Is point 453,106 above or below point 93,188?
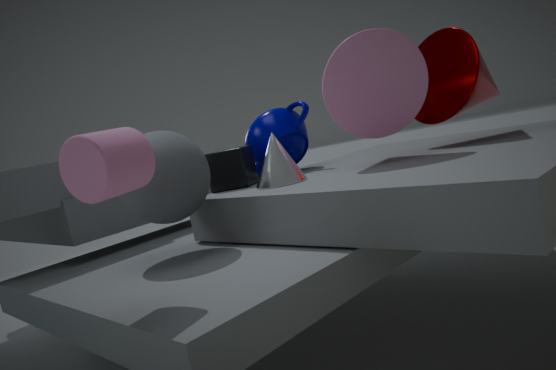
above
